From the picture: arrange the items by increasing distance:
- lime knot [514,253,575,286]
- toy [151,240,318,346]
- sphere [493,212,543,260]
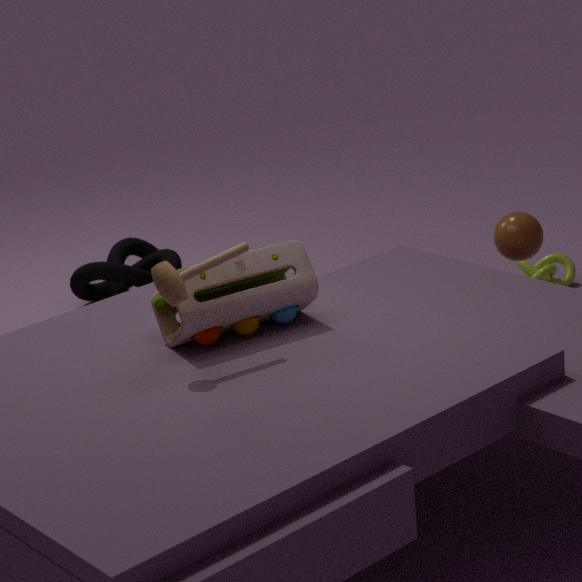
toy [151,240,318,346] → sphere [493,212,543,260] → lime knot [514,253,575,286]
